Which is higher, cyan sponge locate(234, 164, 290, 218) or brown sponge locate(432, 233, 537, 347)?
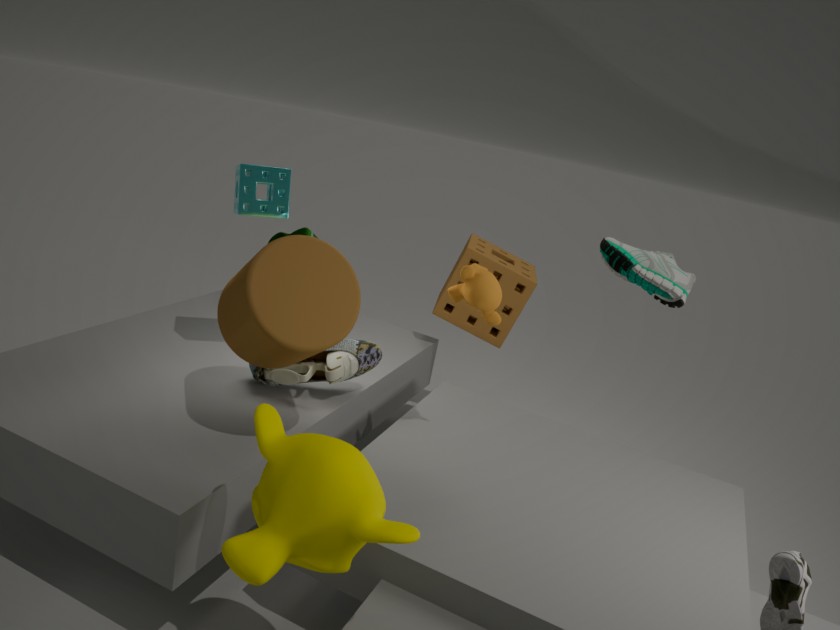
cyan sponge locate(234, 164, 290, 218)
